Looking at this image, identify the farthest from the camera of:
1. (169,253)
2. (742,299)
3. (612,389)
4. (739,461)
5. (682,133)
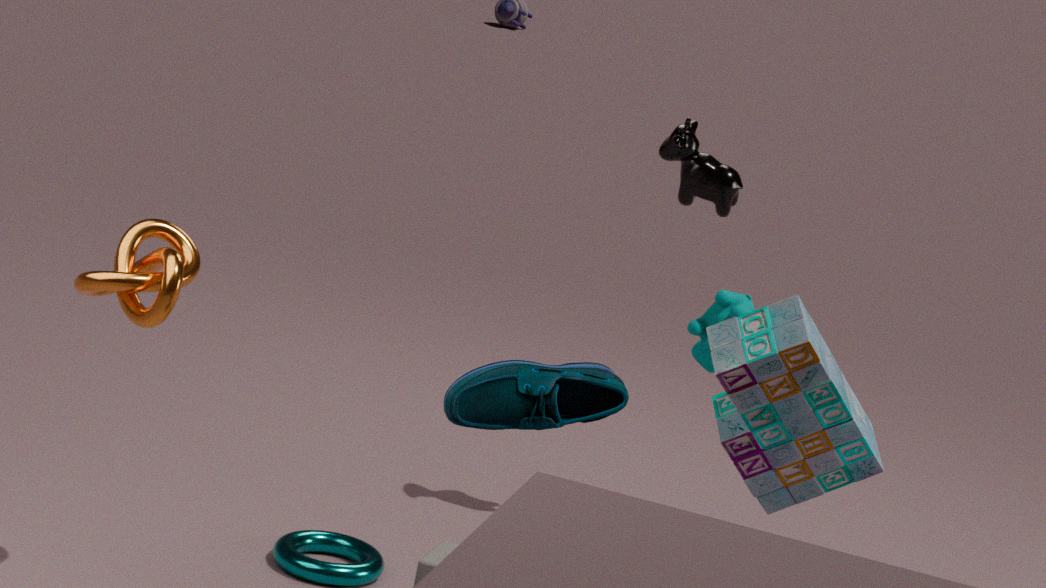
(682,133)
